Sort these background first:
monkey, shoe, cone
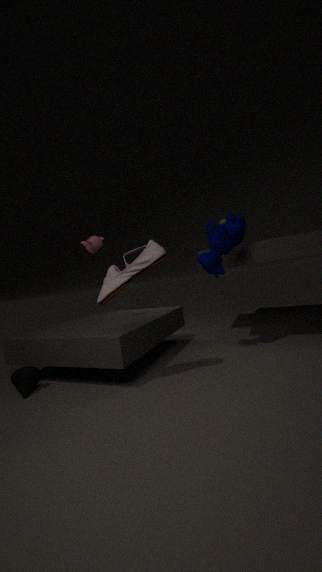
monkey
cone
shoe
